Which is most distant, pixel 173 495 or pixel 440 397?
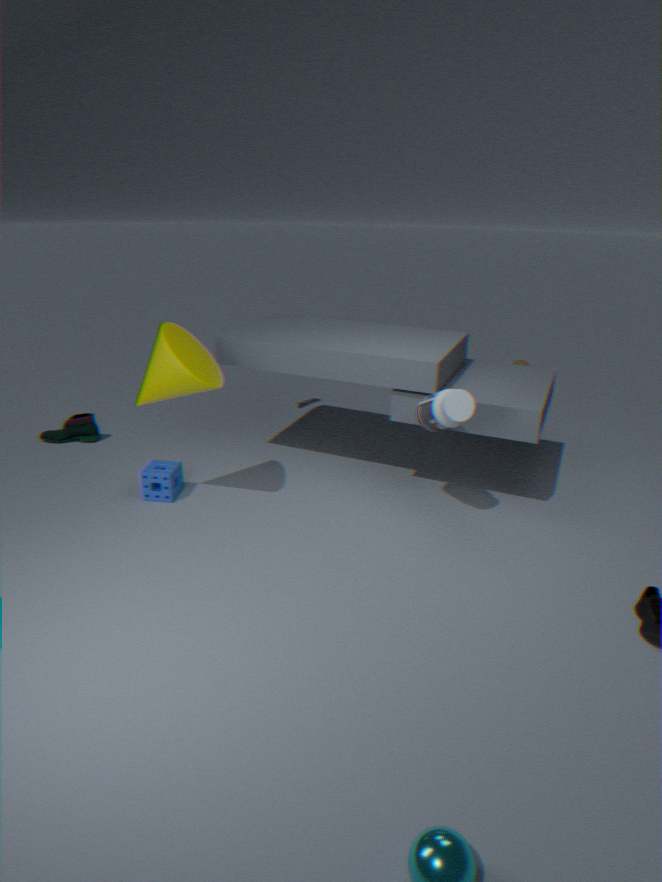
pixel 173 495
